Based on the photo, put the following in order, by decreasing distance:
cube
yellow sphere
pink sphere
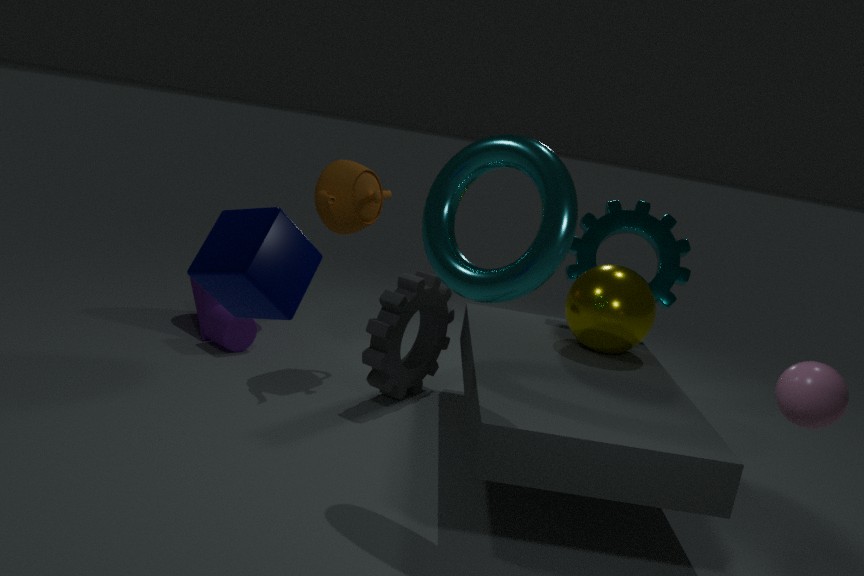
yellow sphere → pink sphere → cube
